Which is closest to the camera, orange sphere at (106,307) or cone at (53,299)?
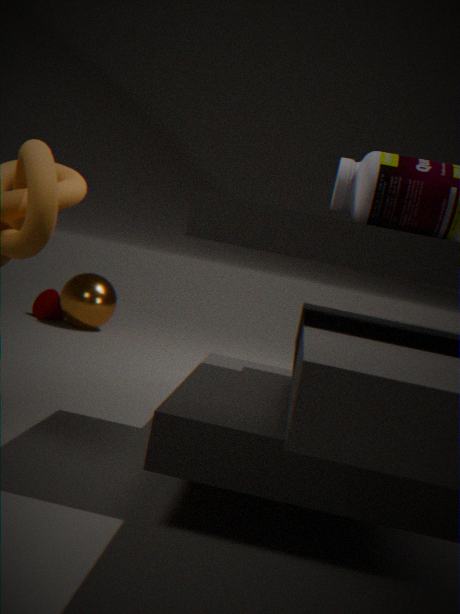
orange sphere at (106,307)
